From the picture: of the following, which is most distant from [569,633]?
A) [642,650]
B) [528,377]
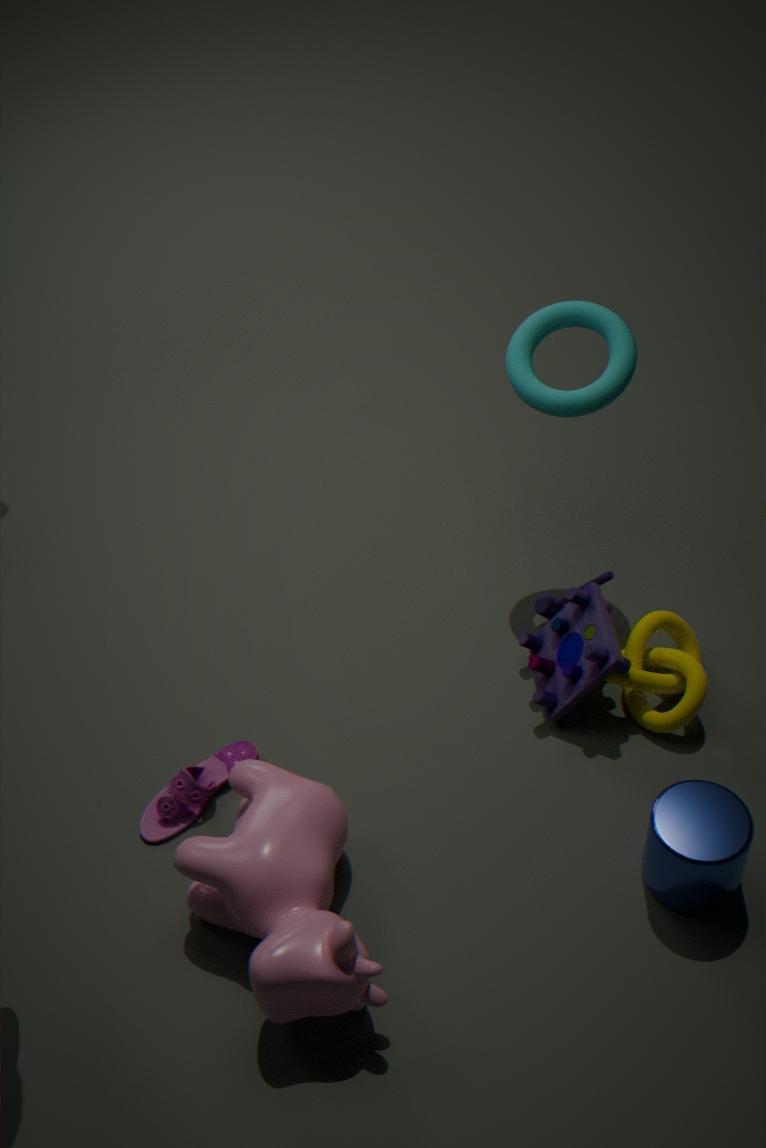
[528,377]
